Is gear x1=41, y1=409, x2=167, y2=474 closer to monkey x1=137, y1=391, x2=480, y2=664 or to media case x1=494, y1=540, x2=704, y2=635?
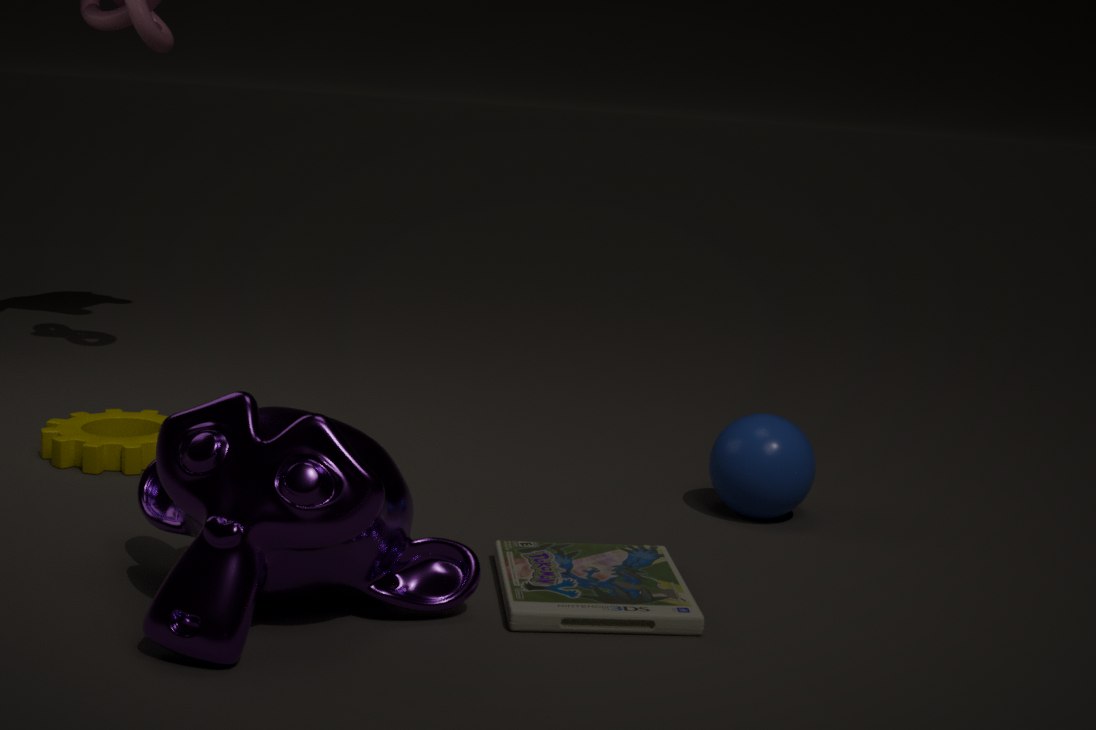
monkey x1=137, y1=391, x2=480, y2=664
